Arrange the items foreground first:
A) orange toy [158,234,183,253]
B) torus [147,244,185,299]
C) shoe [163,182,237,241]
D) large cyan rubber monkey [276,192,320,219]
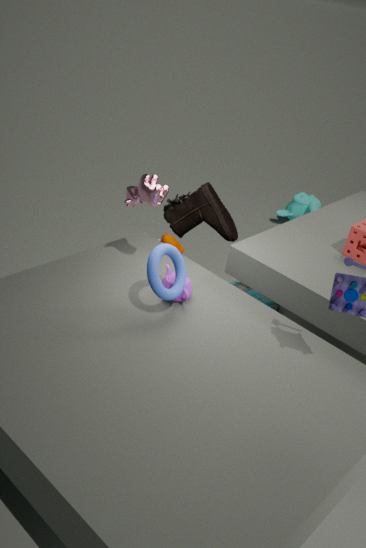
torus [147,244,185,299] → shoe [163,182,237,241] → orange toy [158,234,183,253] → large cyan rubber monkey [276,192,320,219]
